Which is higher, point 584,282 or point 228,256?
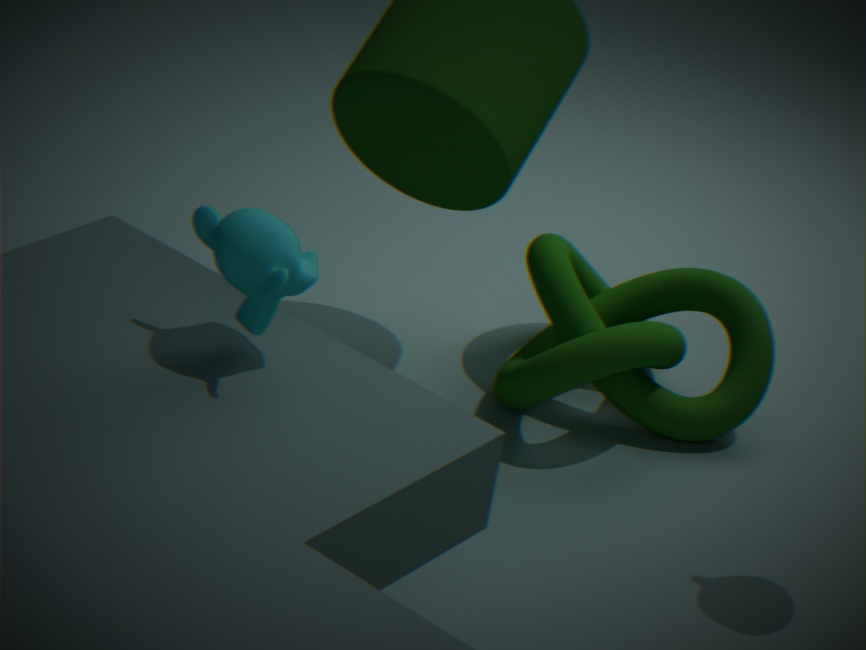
point 228,256
